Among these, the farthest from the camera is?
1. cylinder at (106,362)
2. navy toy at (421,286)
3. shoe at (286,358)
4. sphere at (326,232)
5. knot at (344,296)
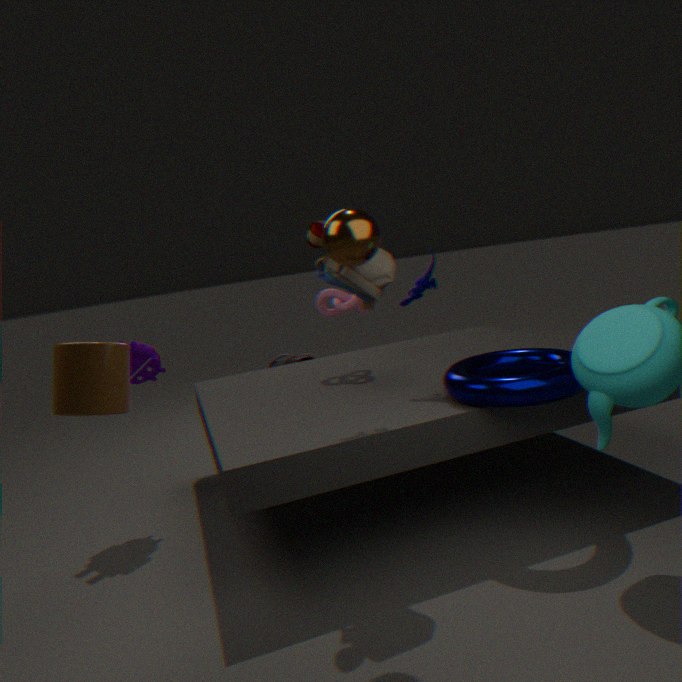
shoe at (286,358)
